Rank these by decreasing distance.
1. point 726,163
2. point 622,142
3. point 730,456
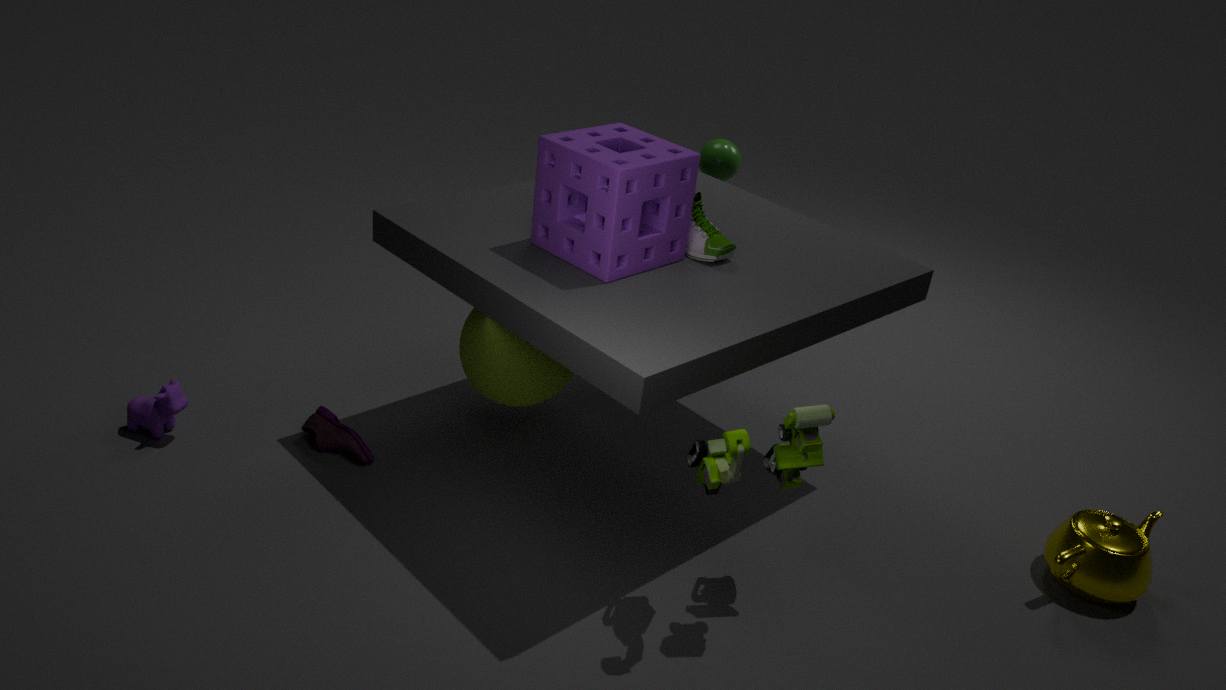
1. point 726,163
2. point 622,142
3. point 730,456
